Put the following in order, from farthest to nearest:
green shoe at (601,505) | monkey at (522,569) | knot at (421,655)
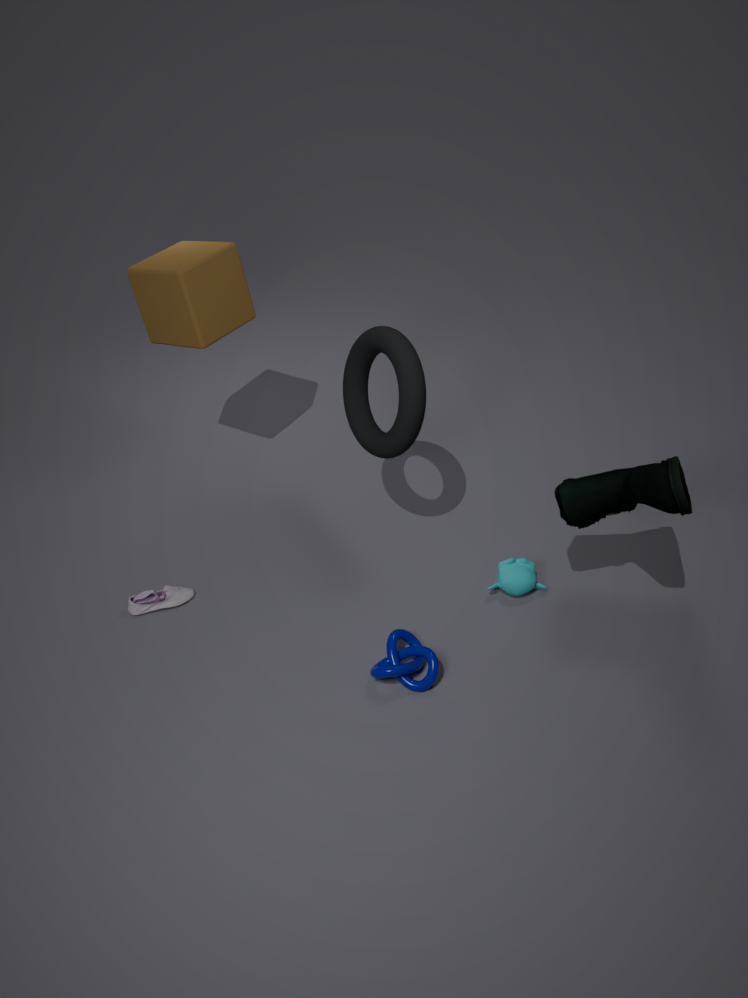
monkey at (522,569) → knot at (421,655) → green shoe at (601,505)
